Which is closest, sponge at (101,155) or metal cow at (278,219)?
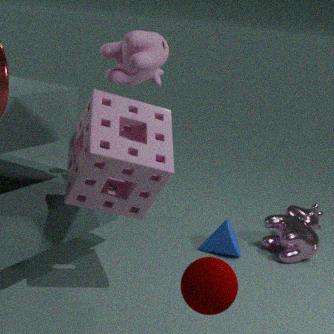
sponge at (101,155)
